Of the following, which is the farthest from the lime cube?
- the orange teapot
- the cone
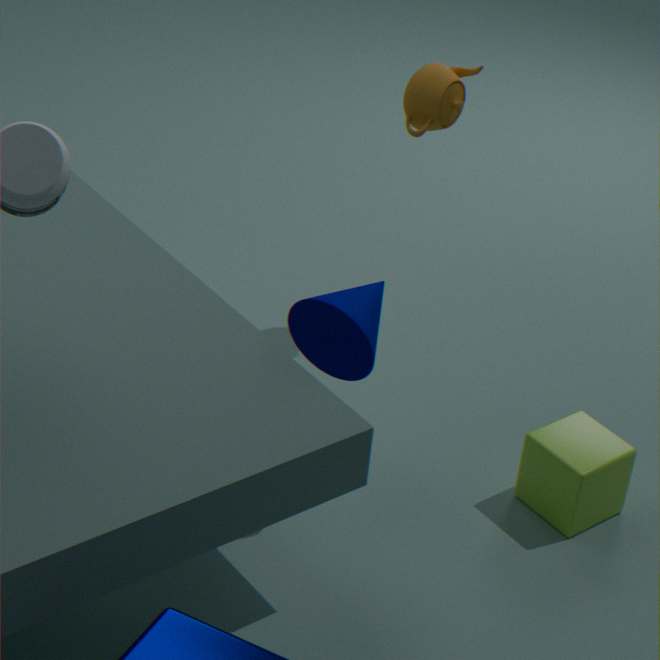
the orange teapot
